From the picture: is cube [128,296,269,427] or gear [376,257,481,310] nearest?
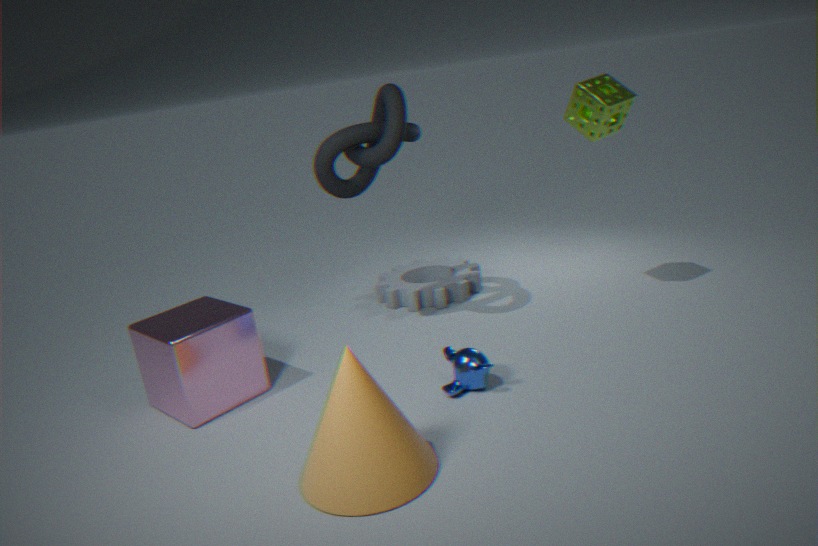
cube [128,296,269,427]
